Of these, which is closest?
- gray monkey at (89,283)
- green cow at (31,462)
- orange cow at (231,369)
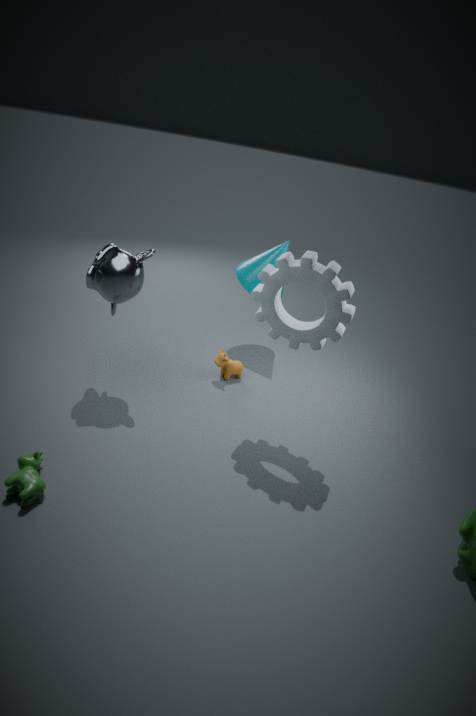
green cow at (31,462)
